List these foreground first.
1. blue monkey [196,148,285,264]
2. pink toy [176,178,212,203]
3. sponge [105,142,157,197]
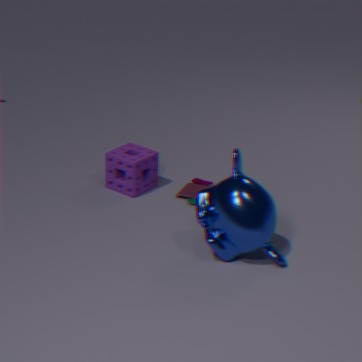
blue monkey [196,148,285,264] < pink toy [176,178,212,203] < sponge [105,142,157,197]
